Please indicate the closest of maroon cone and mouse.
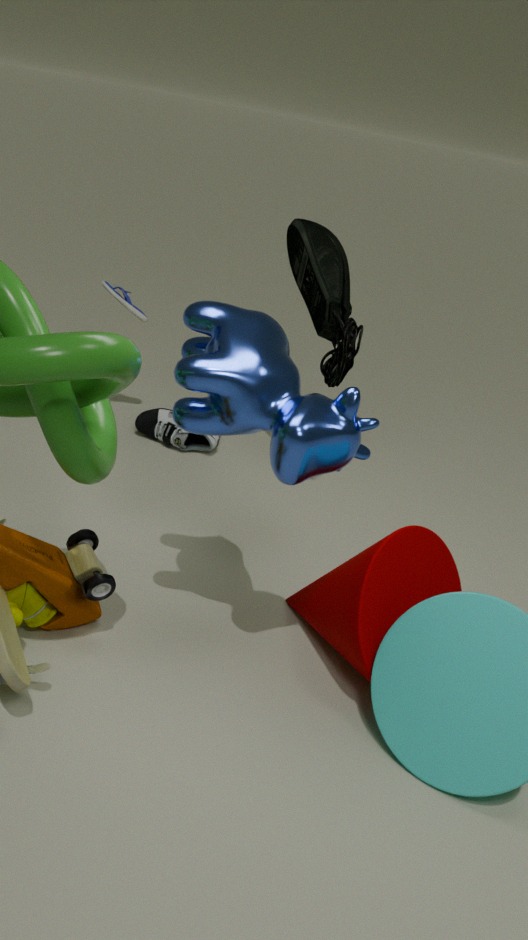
maroon cone
